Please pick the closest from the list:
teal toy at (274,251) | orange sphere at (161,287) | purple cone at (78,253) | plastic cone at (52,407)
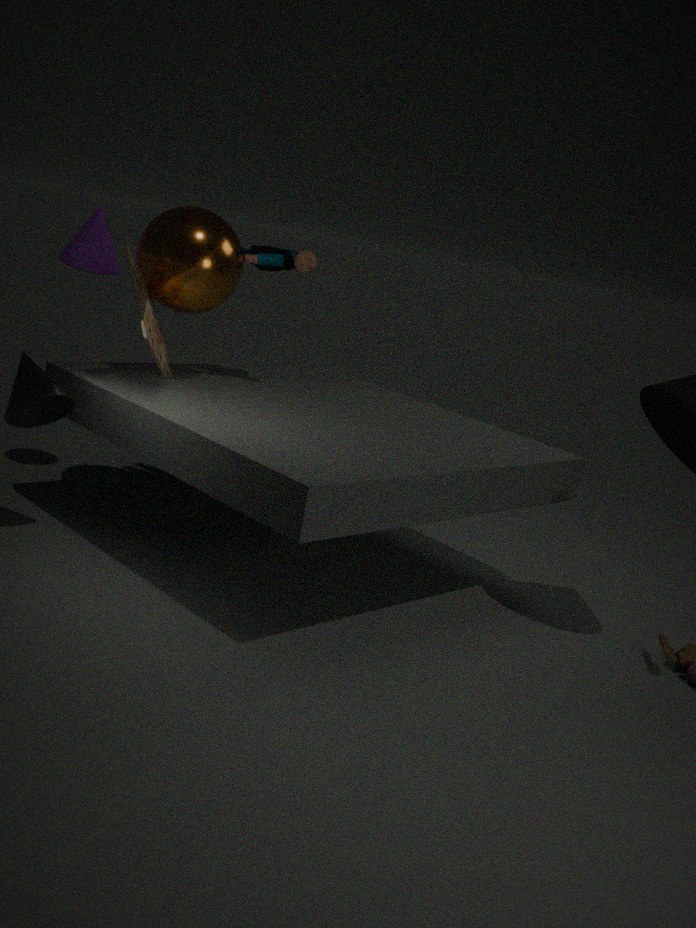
plastic cone at (52,407)
